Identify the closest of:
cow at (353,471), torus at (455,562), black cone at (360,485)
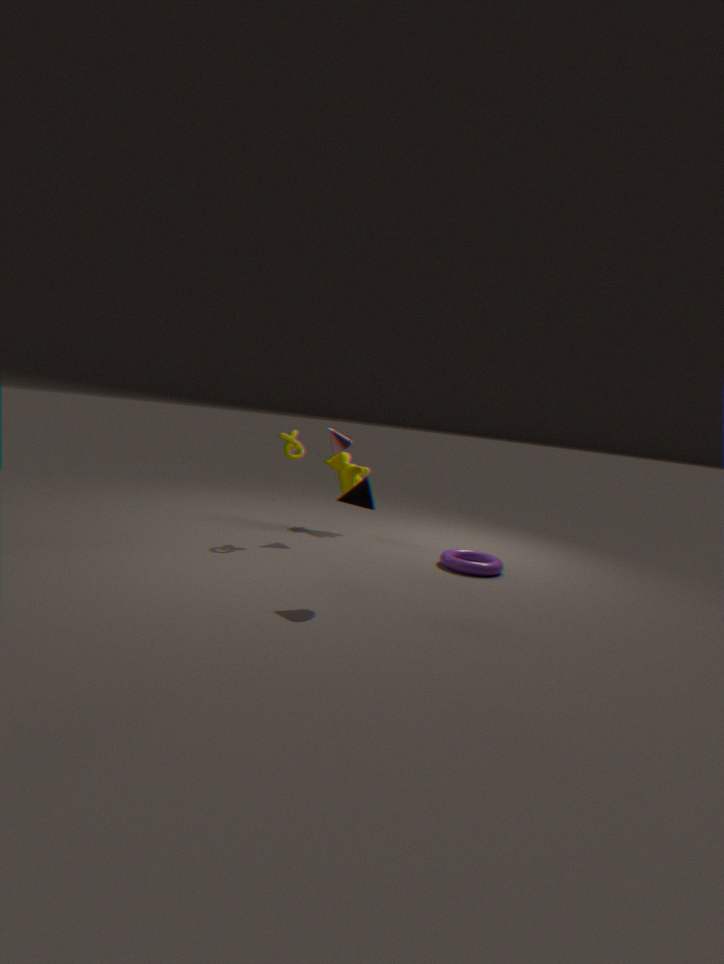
black cone at (360,485)
